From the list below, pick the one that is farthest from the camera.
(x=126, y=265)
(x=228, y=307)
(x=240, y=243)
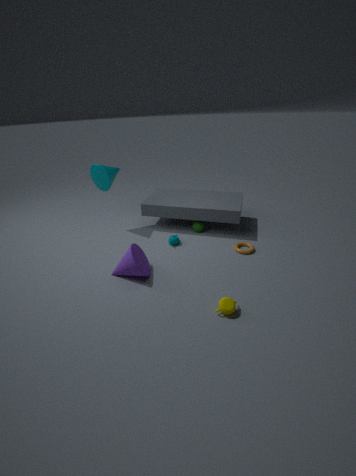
(x=240, y=243)
